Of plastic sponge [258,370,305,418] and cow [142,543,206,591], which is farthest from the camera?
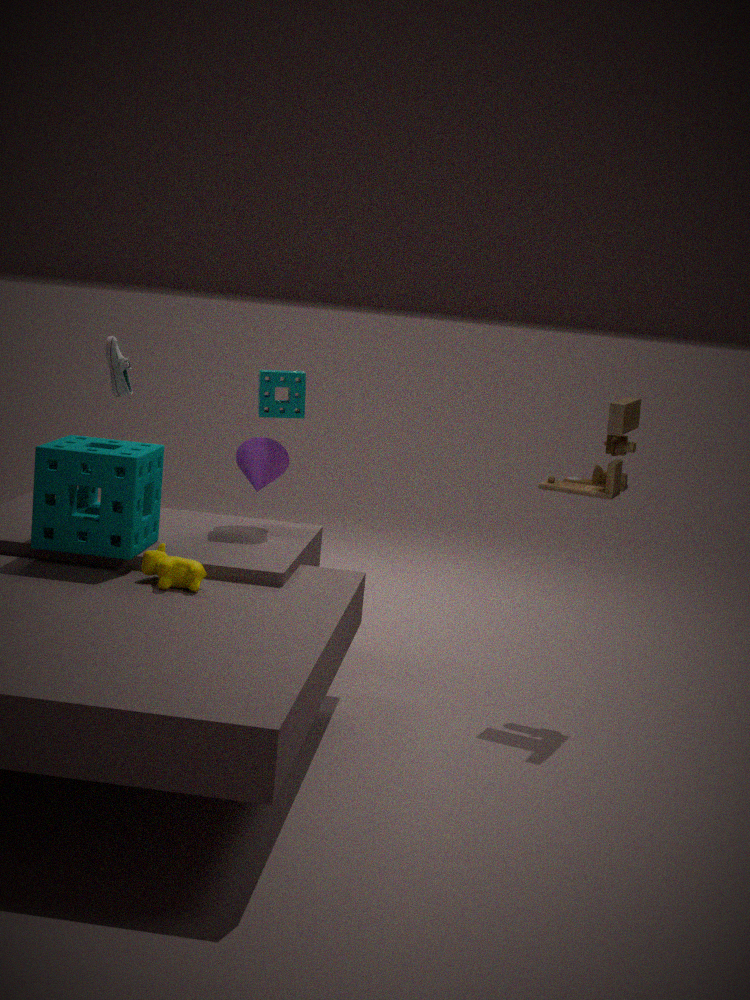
plastic sponge [258,370,305,418]
